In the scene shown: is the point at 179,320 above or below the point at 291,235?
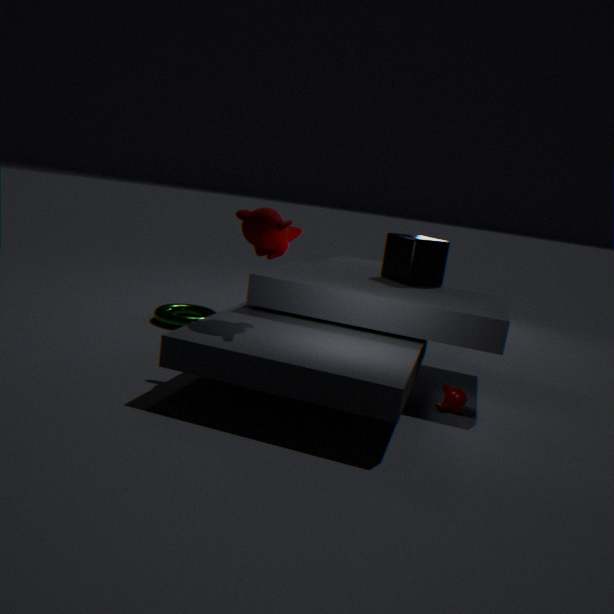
below
